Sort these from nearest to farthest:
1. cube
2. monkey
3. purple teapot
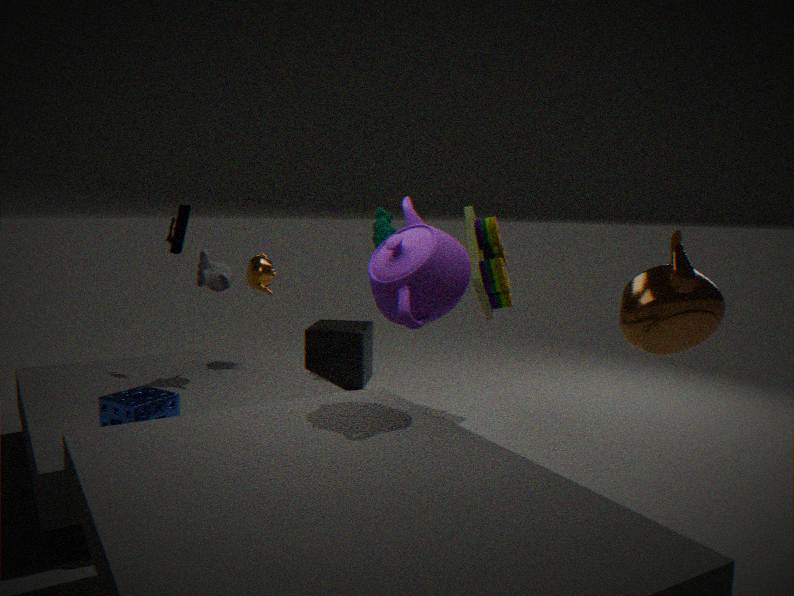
1. purple teapot
2. monkey
3. cube
